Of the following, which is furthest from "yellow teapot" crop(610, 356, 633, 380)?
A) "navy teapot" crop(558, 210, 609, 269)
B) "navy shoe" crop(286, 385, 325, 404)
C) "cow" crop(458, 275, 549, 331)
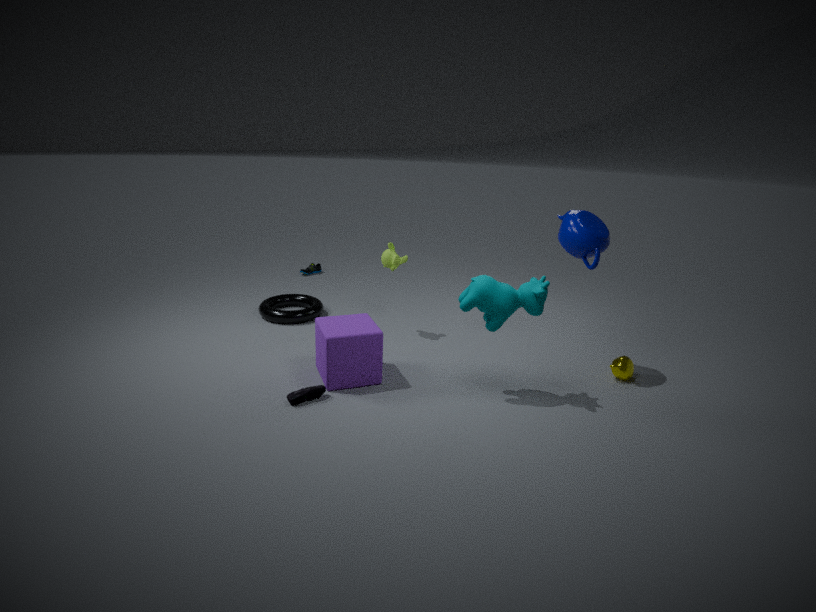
"navy shoe" crop(286, 385, 325, 404)
